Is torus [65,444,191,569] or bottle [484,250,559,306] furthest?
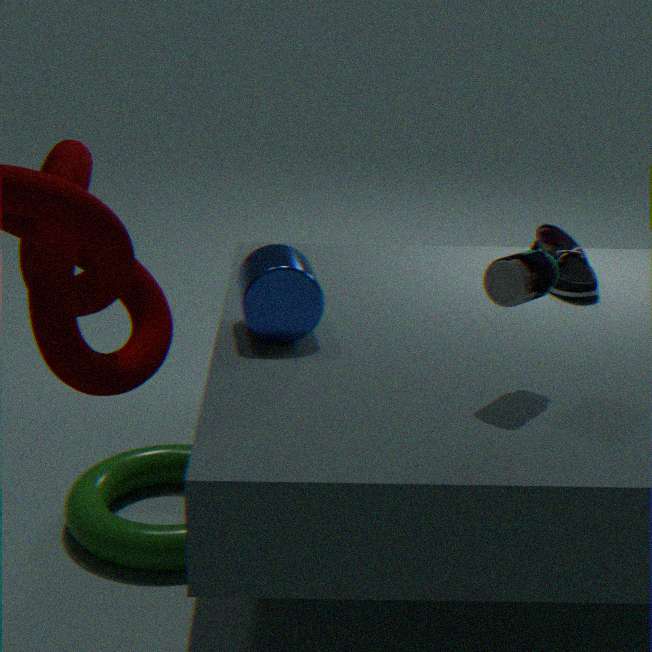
torus [65,444,191,569]
